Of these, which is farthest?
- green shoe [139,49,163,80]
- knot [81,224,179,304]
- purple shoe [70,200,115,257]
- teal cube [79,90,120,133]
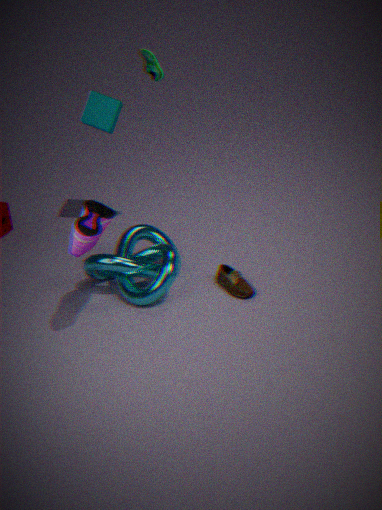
teal cube [79,90,120,133]
